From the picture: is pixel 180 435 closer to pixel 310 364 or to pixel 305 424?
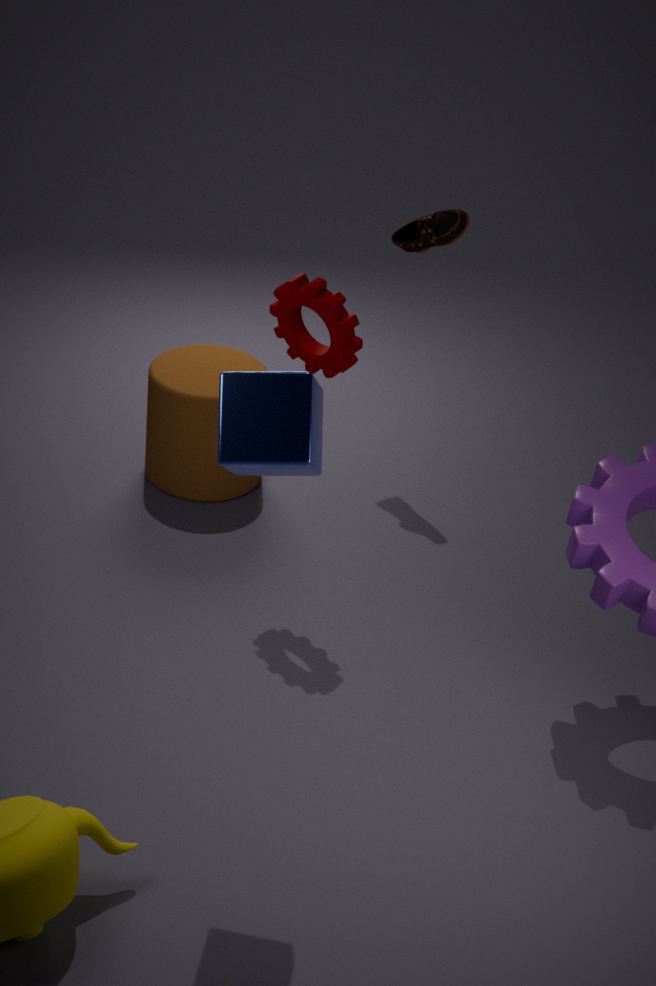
pixel 310 364
